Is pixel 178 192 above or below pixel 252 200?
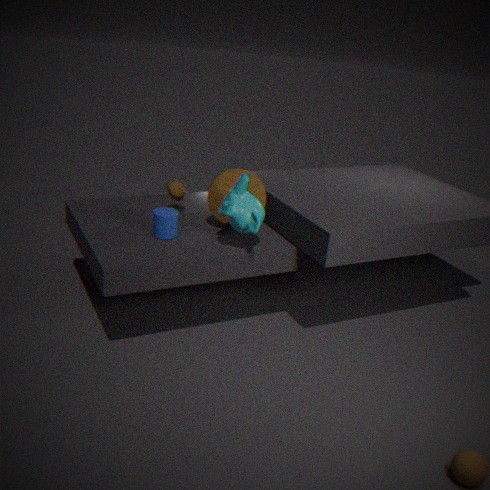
below
